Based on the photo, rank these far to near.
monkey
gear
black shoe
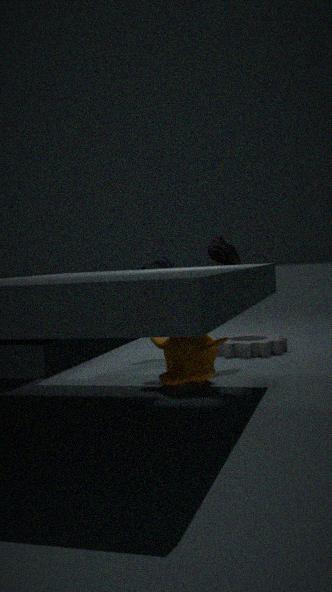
gear → black shoe → monkey
